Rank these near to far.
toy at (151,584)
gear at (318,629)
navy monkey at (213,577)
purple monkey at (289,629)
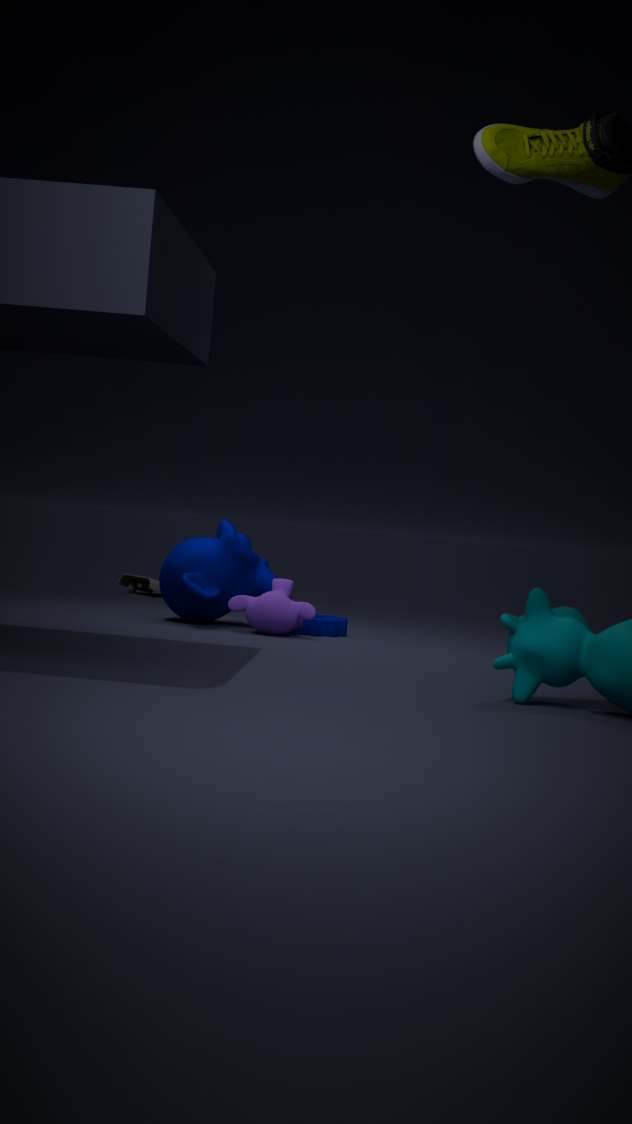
purple monkey at (289,629) → navy monkey at (213,577) → gear at (318,629) → toy at (151,584)
